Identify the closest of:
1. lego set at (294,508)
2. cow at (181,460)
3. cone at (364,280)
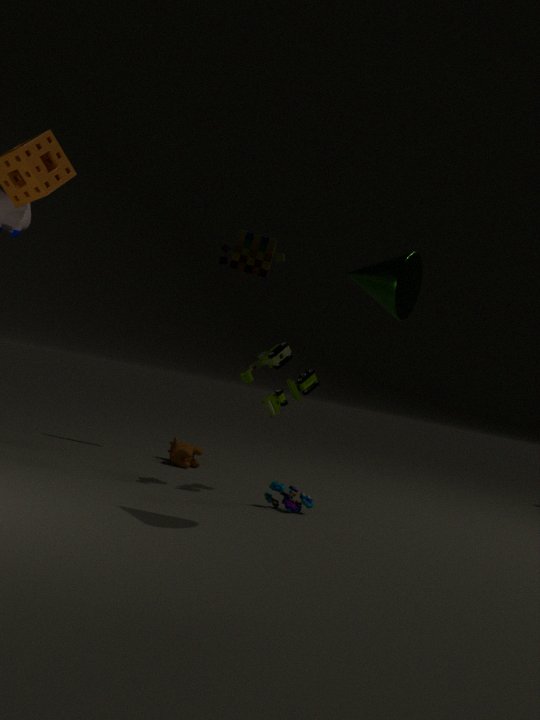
cone at (364,280)
